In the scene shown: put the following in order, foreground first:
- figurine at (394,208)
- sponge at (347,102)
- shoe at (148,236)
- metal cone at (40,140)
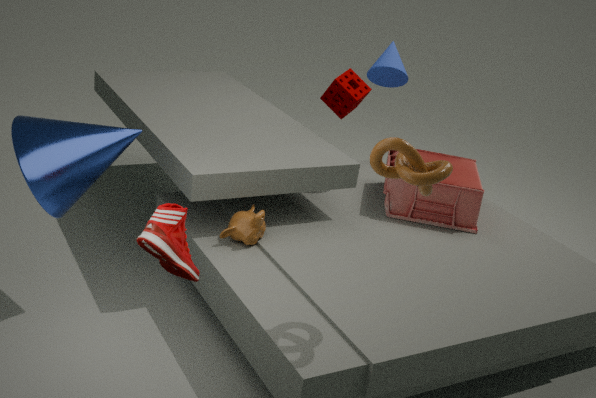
shoe at (148,236), metal cone at (40,140), figurine at (394,208), sponge at (347,102)
